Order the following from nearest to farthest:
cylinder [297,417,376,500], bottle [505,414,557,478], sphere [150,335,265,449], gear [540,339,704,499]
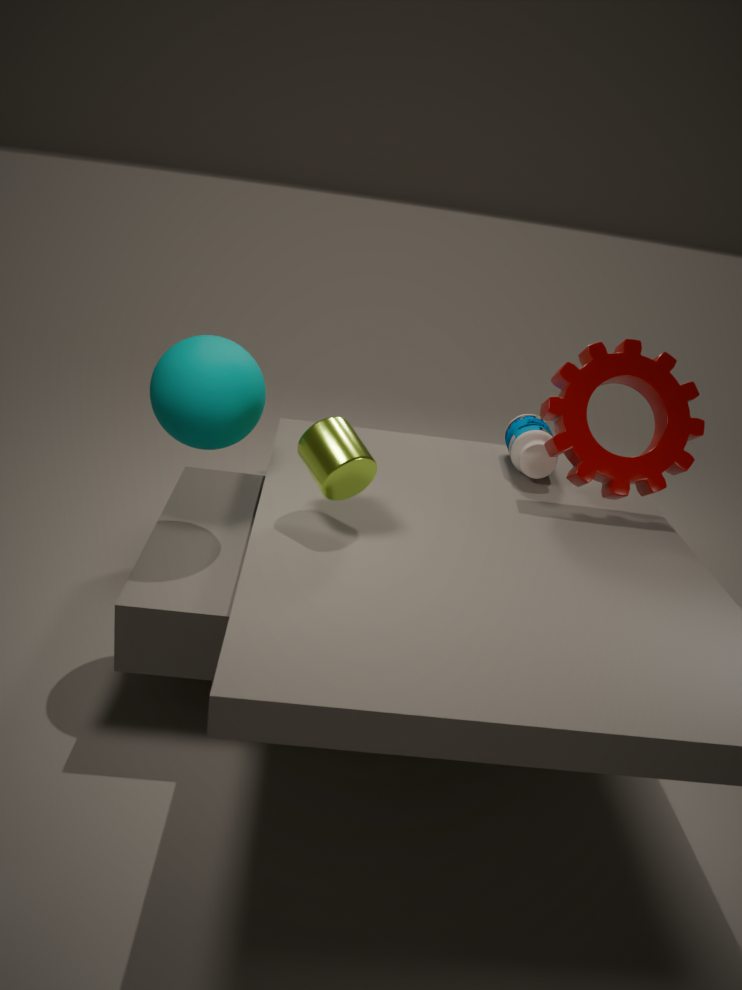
cylinder [297,417,376,500] → sphere [150,335,265,449] → gear [540,339,704,499] → bottle [505,414,557,478]
